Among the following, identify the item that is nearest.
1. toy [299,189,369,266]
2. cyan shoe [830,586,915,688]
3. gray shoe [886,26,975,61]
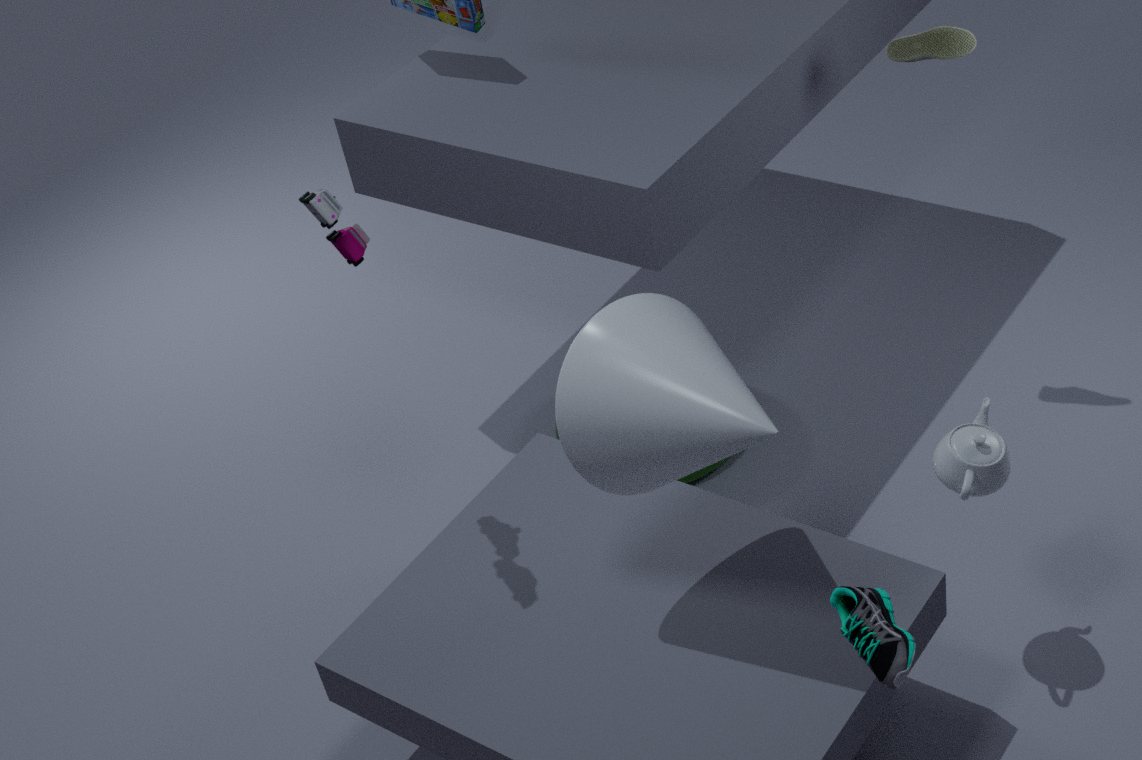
cyan shoe [830,586,915,688]
